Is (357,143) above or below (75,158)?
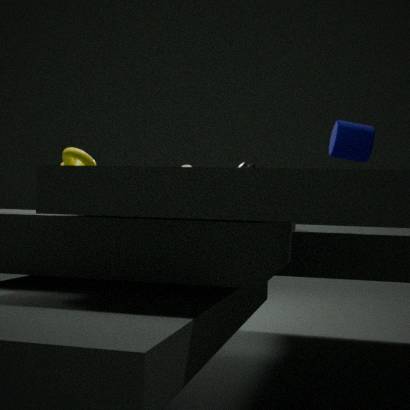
above
